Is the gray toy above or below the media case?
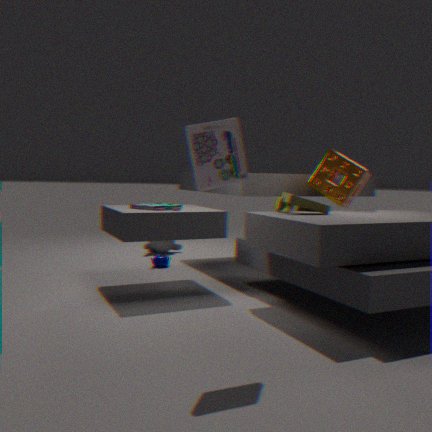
below
